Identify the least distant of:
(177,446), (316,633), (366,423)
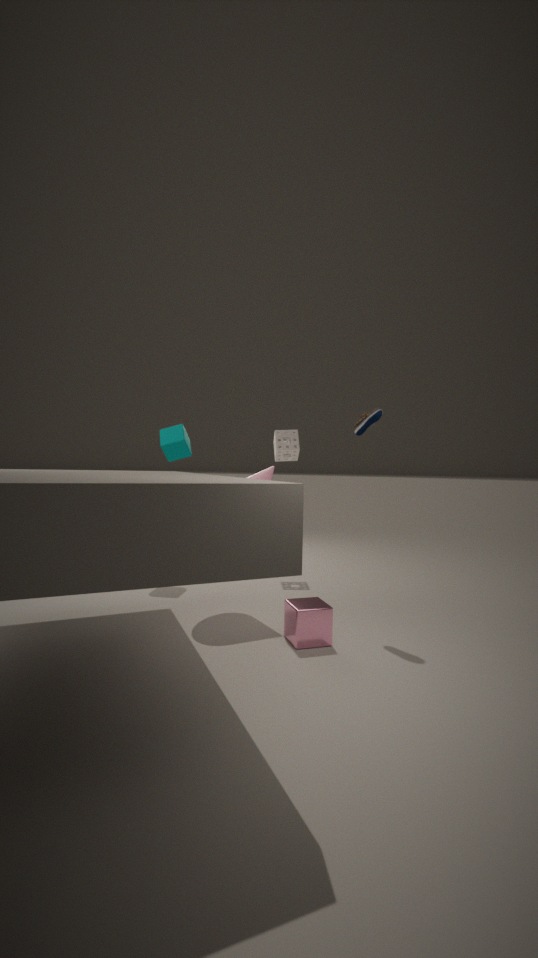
(316,633)
